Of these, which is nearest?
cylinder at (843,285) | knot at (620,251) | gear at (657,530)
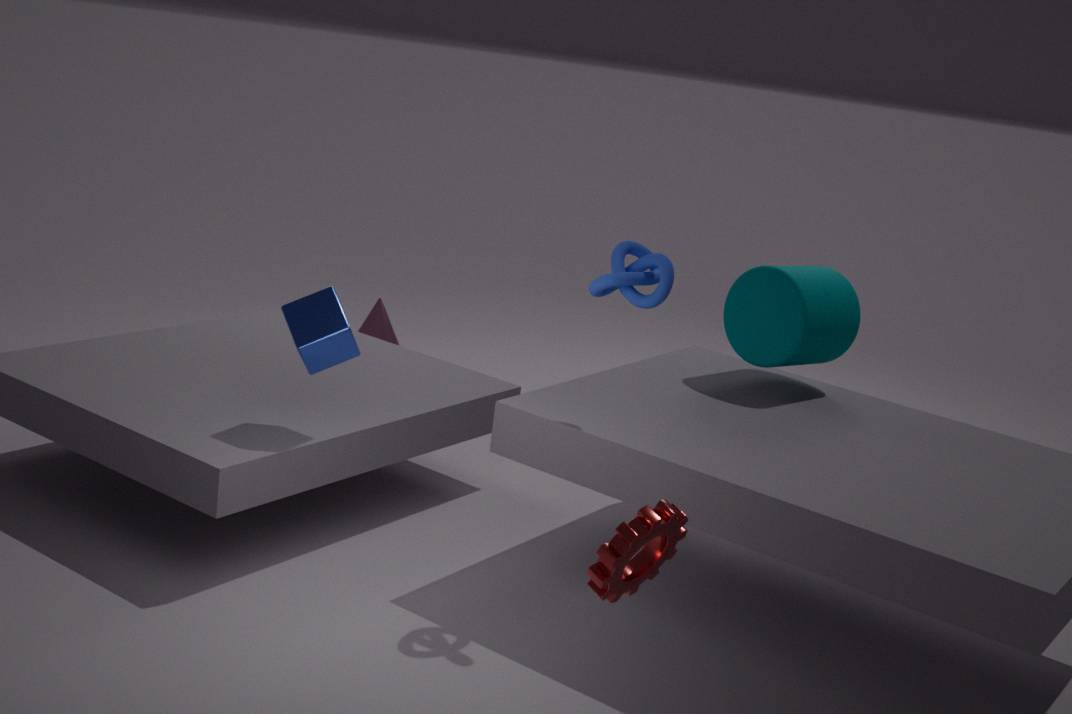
gear at (657,530)
